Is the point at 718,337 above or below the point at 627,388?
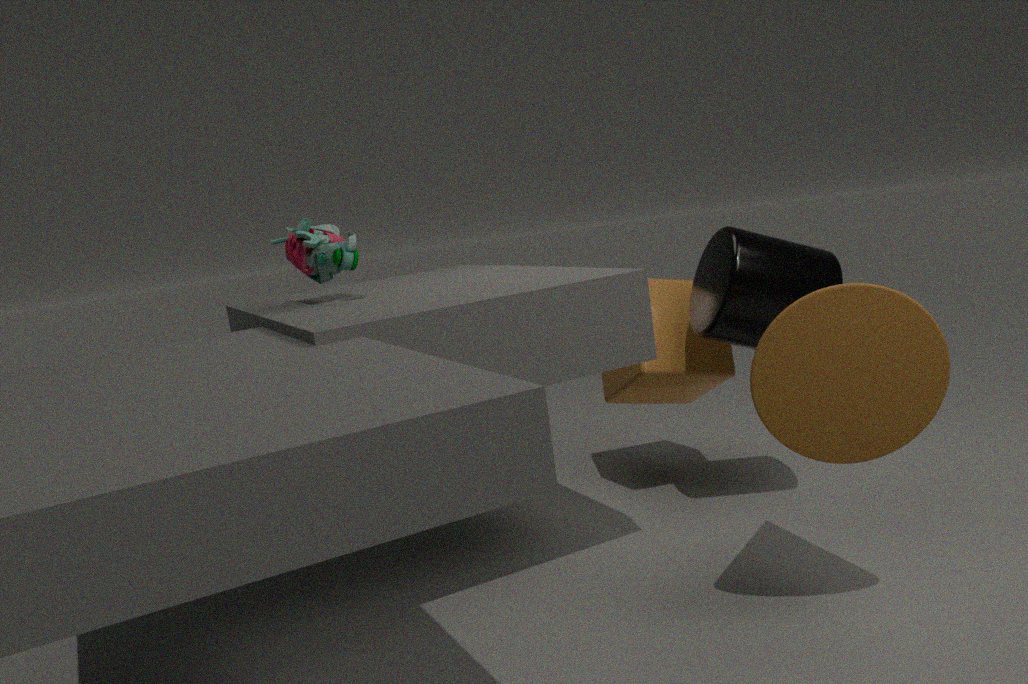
above
